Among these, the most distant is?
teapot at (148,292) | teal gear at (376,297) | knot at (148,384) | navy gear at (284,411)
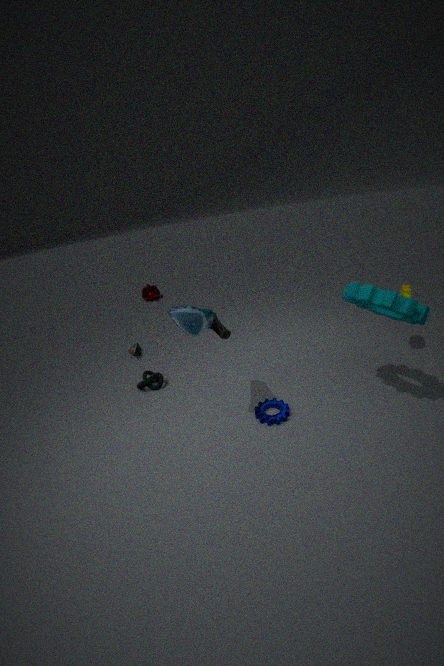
teapot at (148,292)
